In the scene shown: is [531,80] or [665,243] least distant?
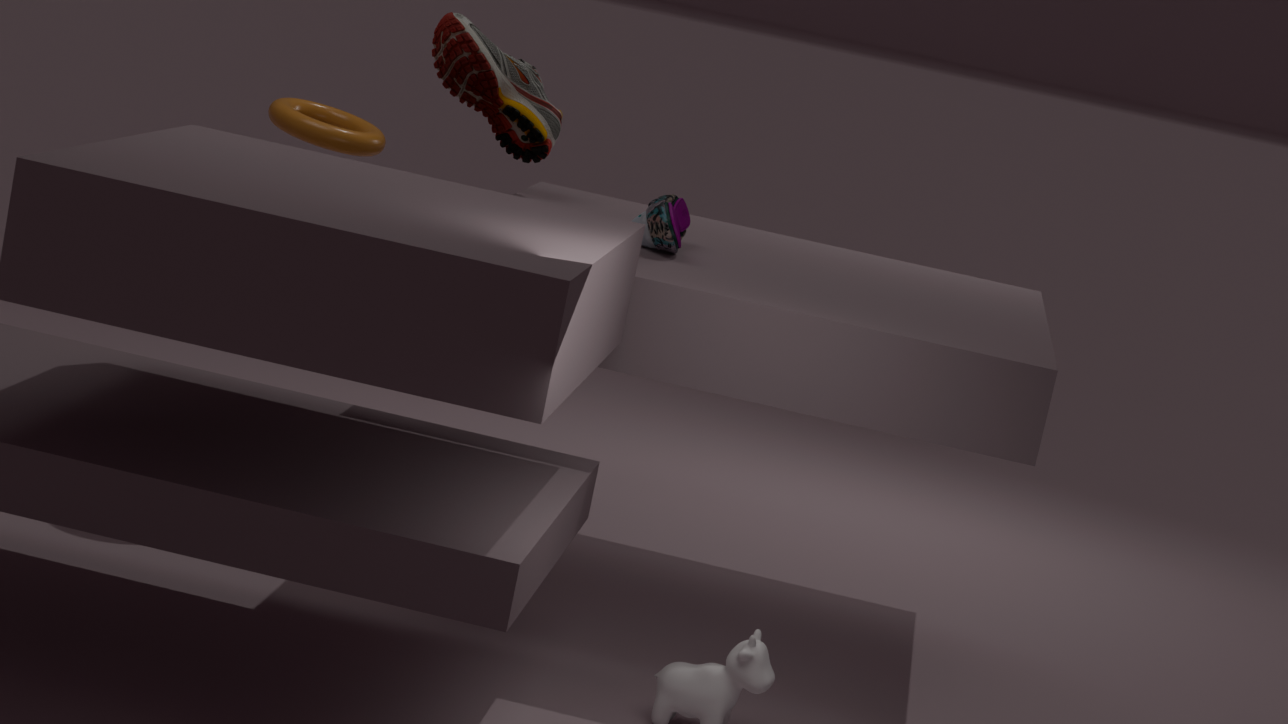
[665,243]
